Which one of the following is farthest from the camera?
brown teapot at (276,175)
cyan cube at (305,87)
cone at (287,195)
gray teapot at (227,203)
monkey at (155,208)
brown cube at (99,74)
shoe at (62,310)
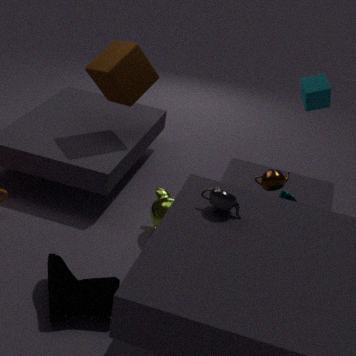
brown cube at (99,74)
